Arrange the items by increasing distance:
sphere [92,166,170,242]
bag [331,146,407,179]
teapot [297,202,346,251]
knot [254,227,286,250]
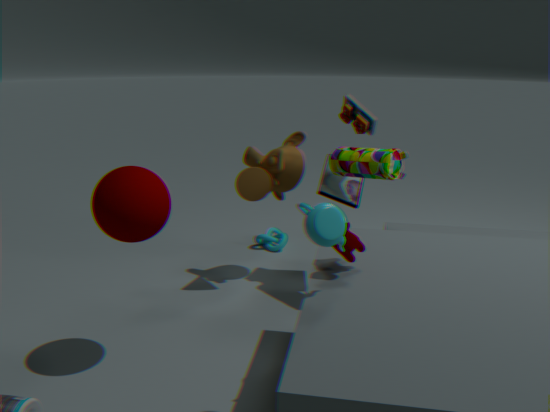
teapot [297,202,346,251] < sphere [92,166,170,242] < bag [331,146,407,179] < knot [254,227,286,250]
